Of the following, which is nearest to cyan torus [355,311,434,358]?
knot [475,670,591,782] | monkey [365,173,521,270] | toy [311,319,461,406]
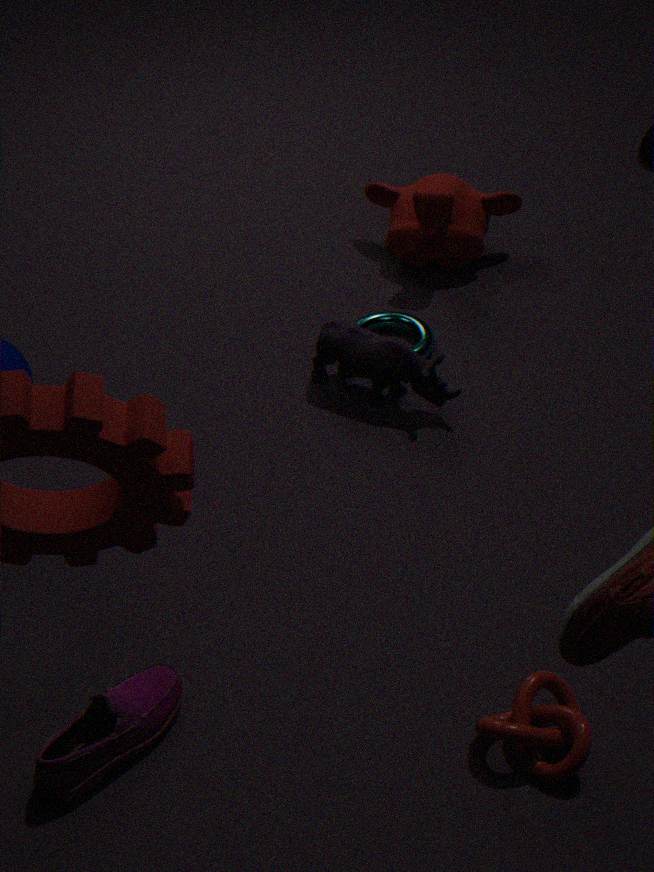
toy [311,319,461,406]
